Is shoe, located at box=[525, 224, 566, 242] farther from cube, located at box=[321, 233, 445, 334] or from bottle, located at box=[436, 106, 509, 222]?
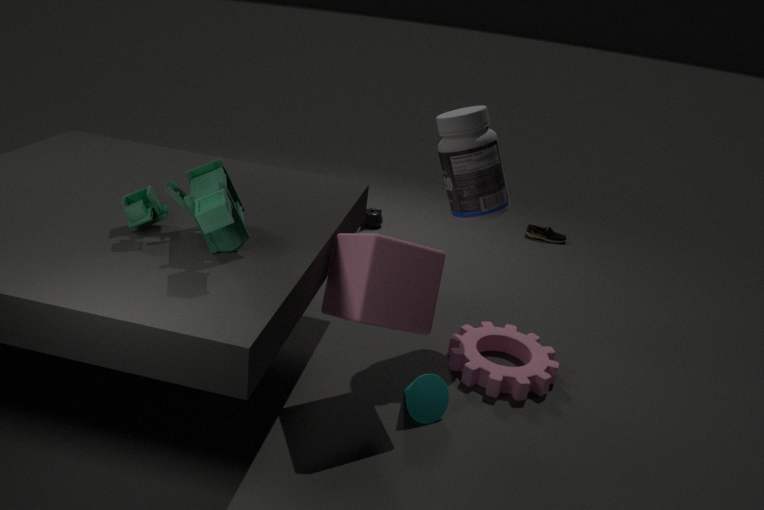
cube, located at box=[321, 233, 445, 334]
